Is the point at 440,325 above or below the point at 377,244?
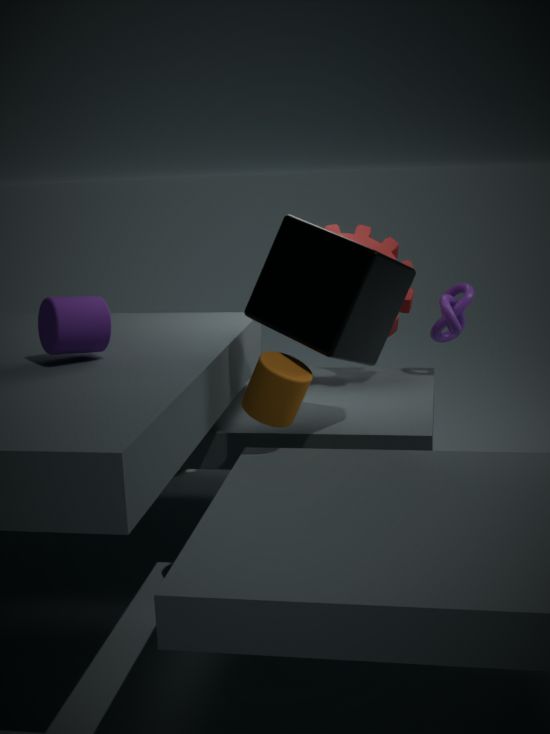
below
